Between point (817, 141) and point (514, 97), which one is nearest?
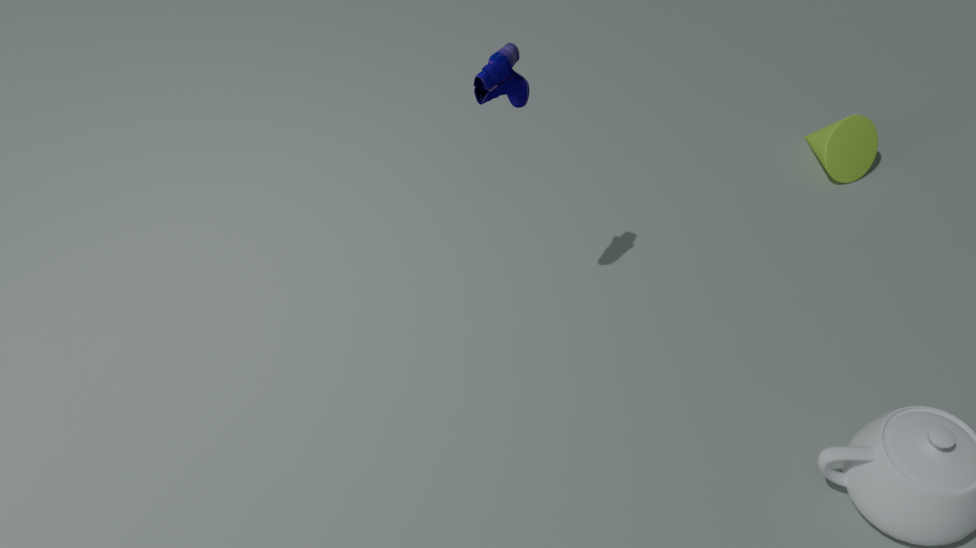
point (514, 97)
